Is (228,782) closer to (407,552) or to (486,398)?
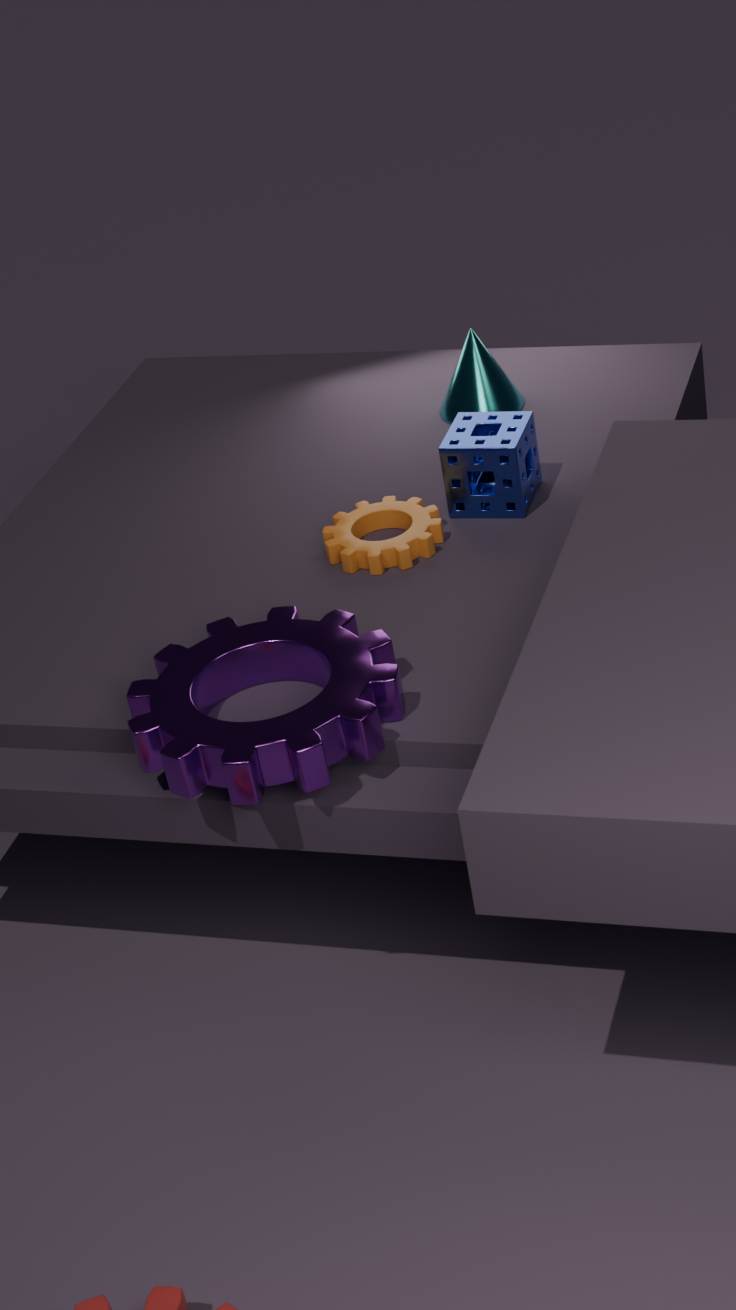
(407,552)
